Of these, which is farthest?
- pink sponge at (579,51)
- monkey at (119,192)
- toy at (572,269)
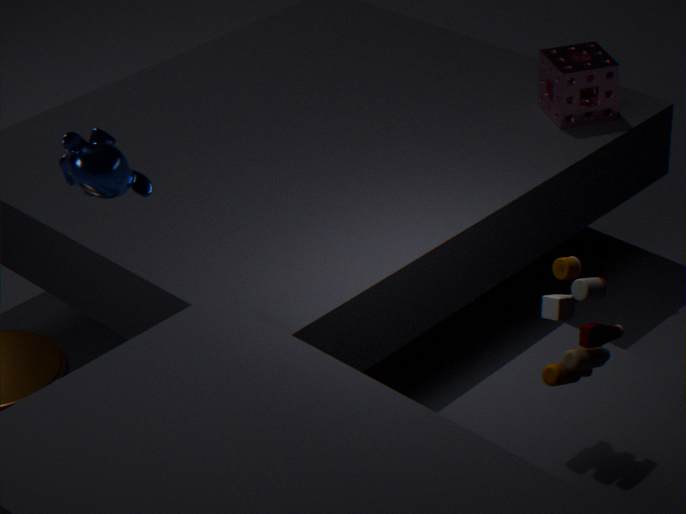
pink sponge at (579,51)
